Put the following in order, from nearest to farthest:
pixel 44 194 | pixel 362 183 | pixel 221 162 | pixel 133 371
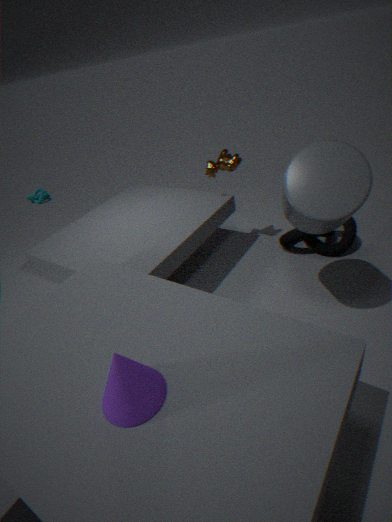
pixel 133 371
pixel 362 183
pixel 221 162
pixel 44 194
